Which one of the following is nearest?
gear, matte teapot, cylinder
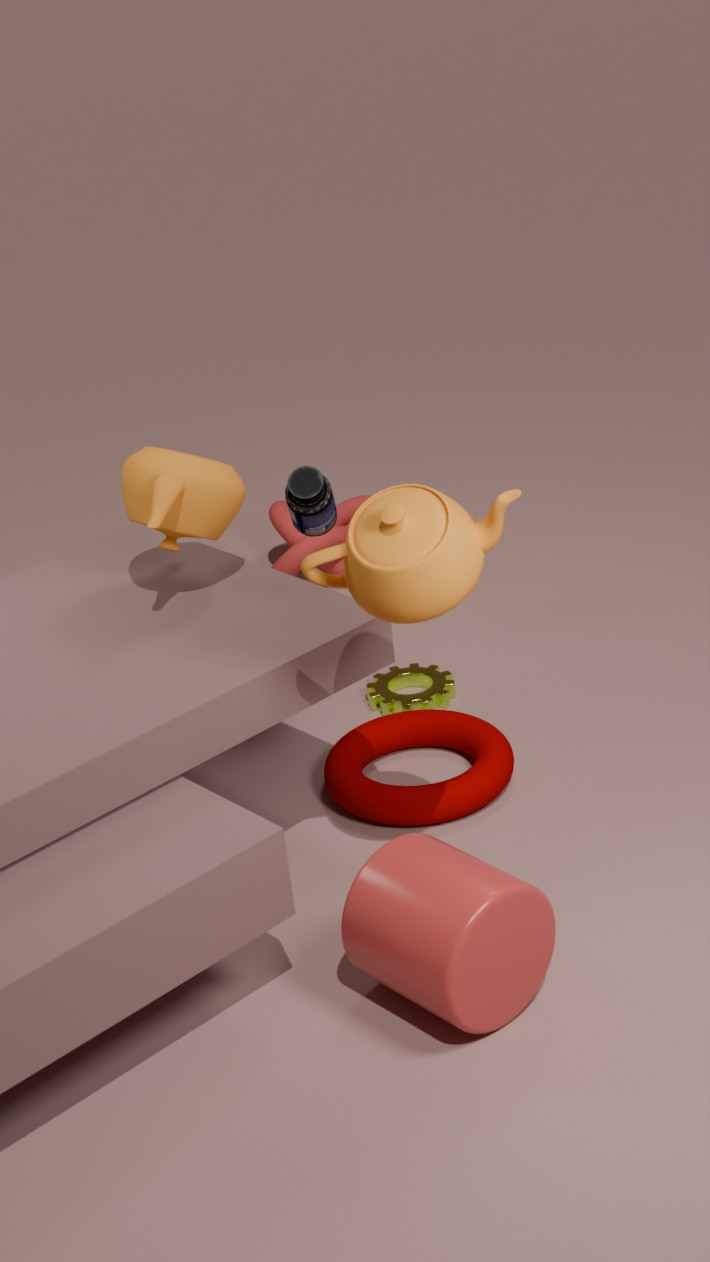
cylinder
